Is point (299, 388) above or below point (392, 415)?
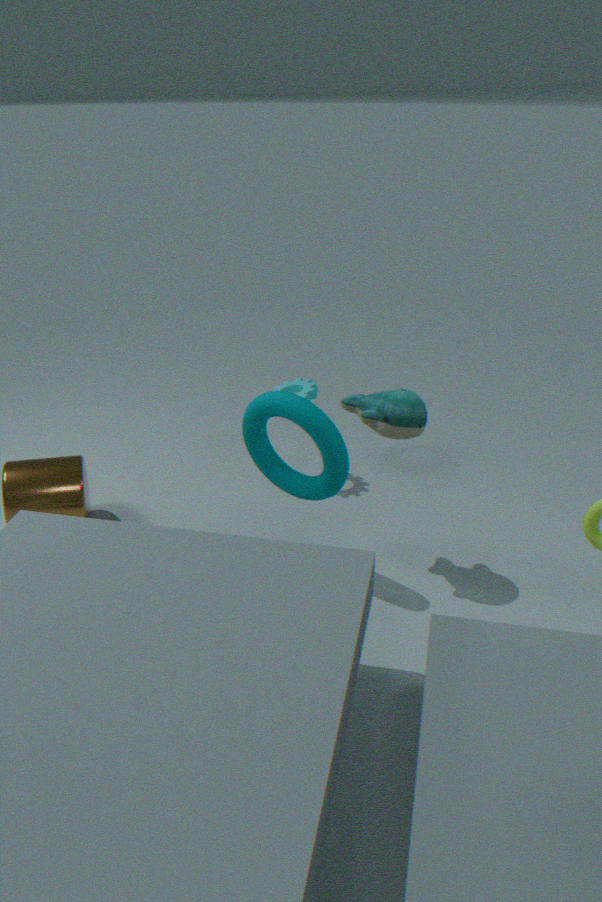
below
